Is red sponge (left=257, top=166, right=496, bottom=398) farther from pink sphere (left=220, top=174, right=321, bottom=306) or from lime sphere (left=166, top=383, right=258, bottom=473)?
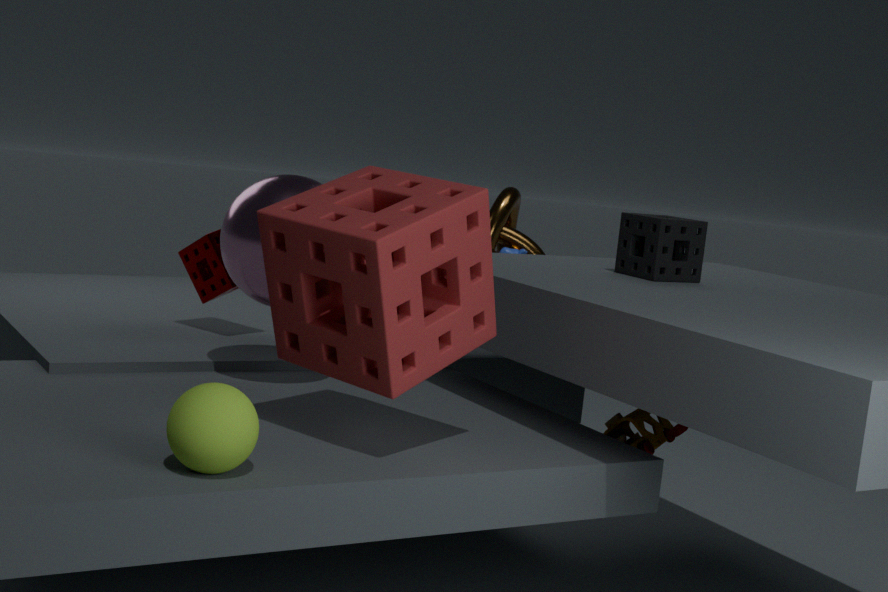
lime sphere (left=166, top=383, right=258, bottom=473)
